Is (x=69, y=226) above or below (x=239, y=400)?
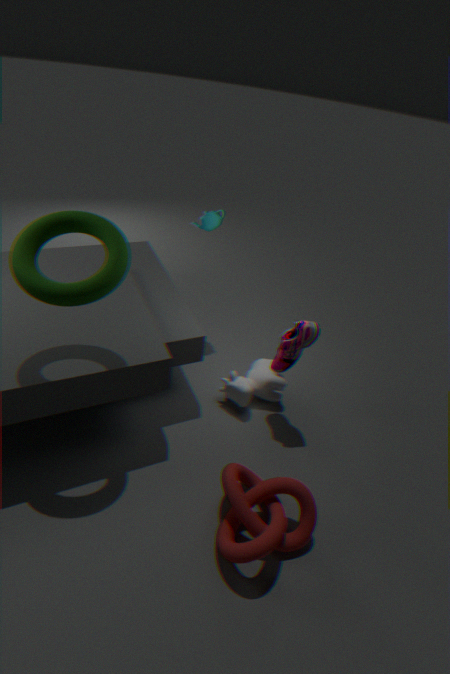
above
